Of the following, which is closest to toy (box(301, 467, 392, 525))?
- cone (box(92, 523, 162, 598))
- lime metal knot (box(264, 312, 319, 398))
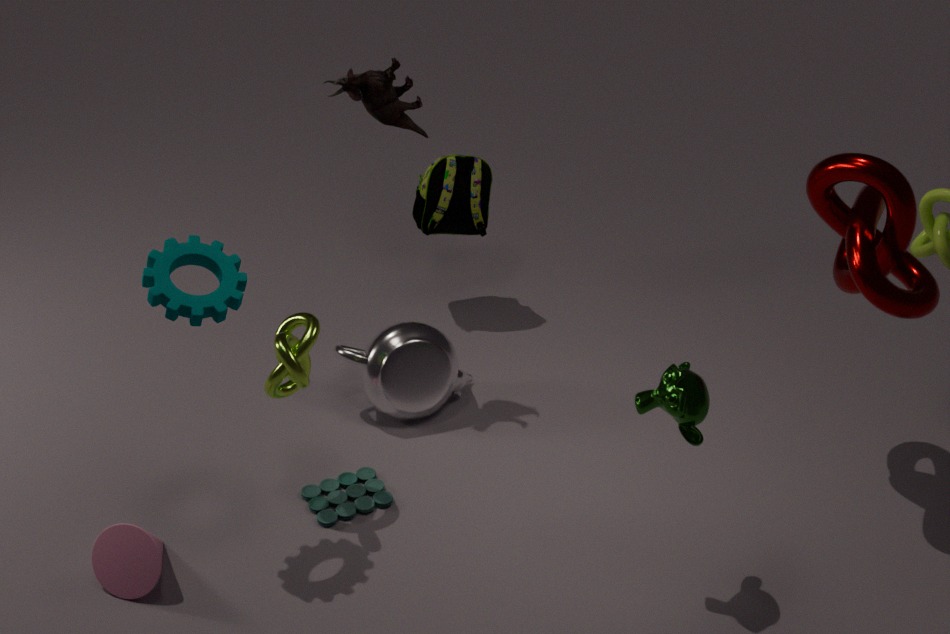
lime metal knot (box(264, 312, 319, 398))
